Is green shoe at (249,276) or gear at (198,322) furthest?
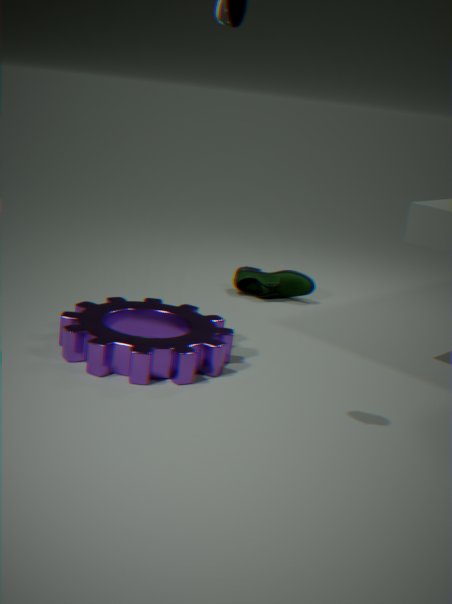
green shoe at (249,276)
